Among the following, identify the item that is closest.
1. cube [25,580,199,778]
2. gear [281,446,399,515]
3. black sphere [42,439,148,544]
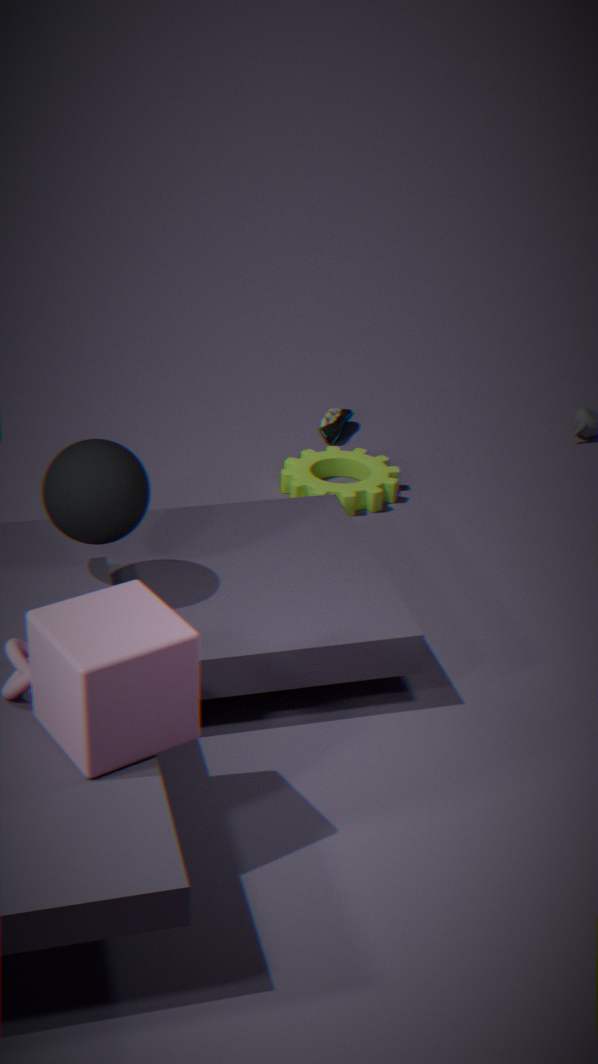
cube [25,580,199,778]
